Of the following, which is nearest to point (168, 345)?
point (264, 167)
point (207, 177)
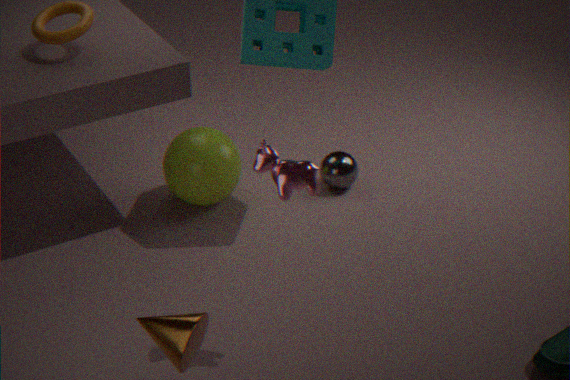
point (264, 167)
